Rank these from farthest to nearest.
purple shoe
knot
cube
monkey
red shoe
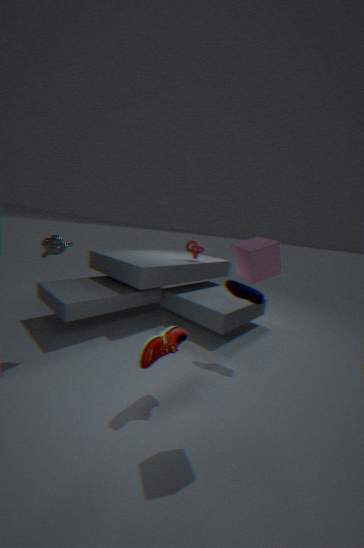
knot < purple shoe < monkey < red shoe < cube
